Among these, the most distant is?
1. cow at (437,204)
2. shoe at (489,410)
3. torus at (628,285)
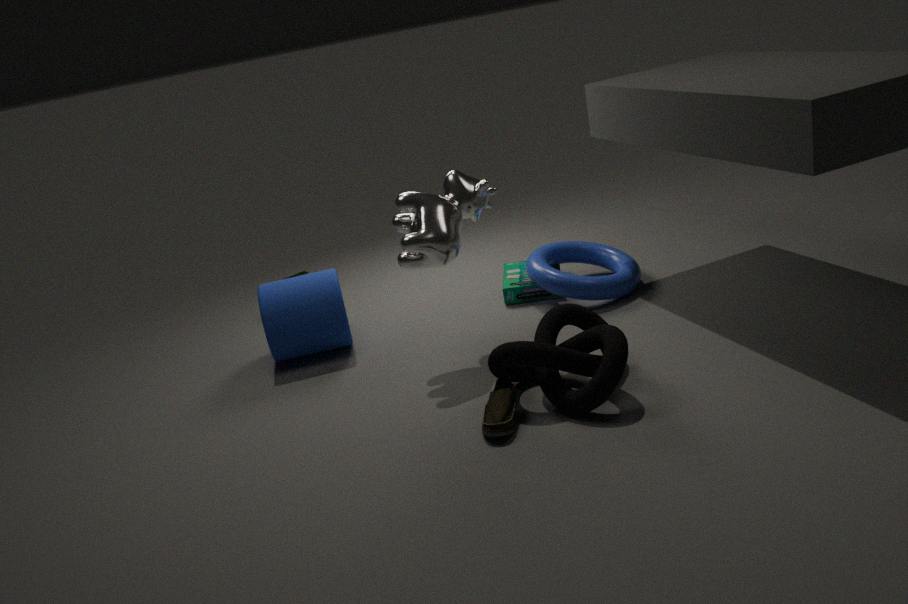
torus at (628,285)
